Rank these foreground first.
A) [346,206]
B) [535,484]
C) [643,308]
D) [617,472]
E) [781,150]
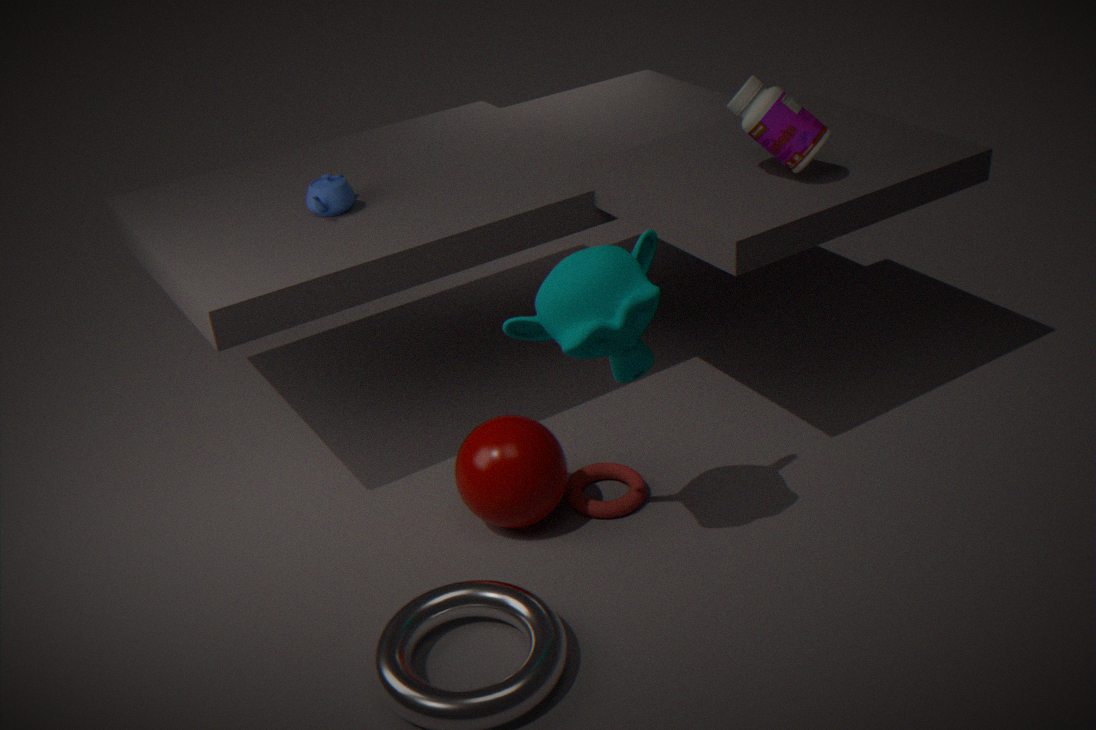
[643,308]
[535,484]
[781,150]
[617,472]
[346,206]
